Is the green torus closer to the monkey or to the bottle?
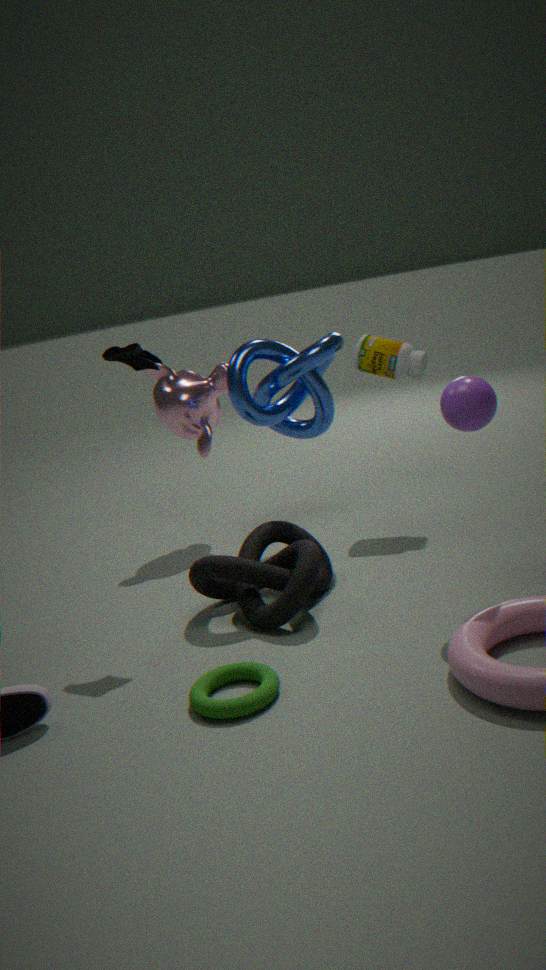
the monkey
